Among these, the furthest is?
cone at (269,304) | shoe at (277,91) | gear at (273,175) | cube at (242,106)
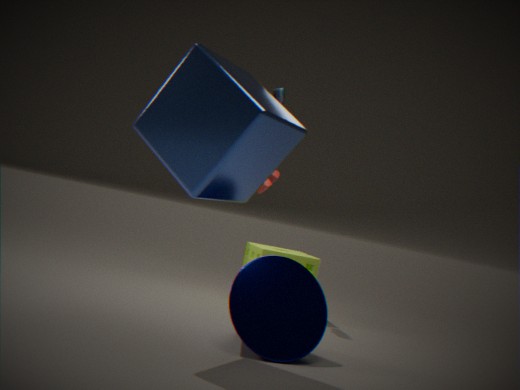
gear at (273,175)
